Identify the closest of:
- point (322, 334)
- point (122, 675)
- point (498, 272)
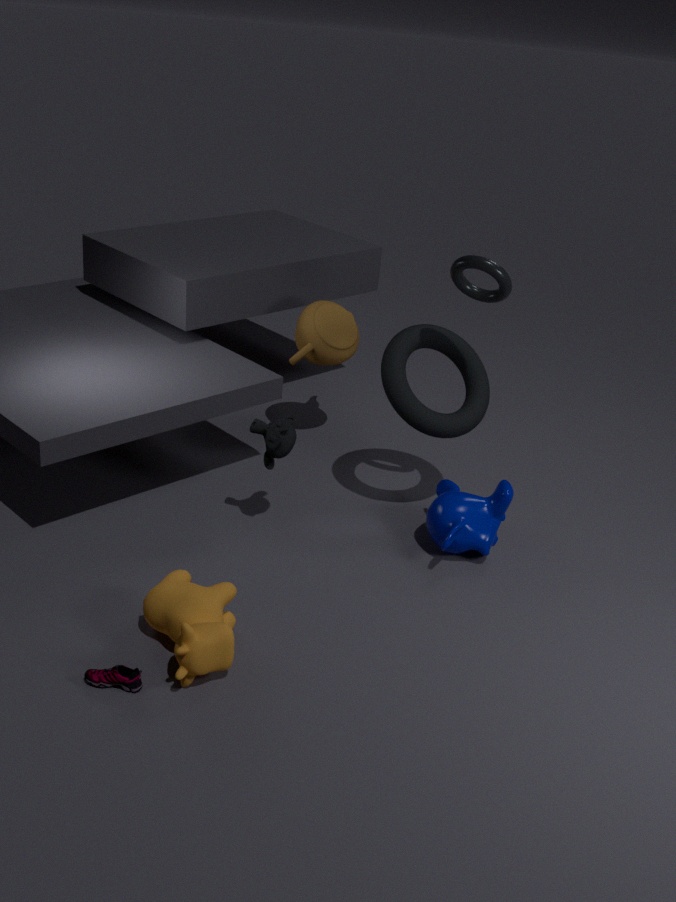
point (122, 675)
